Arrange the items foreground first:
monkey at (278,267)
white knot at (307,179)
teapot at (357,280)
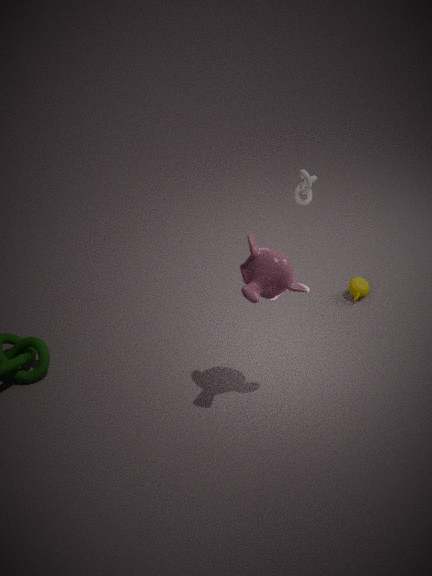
monkey at (278,267) → white knot at (307,179) → teapot at (357,280)
